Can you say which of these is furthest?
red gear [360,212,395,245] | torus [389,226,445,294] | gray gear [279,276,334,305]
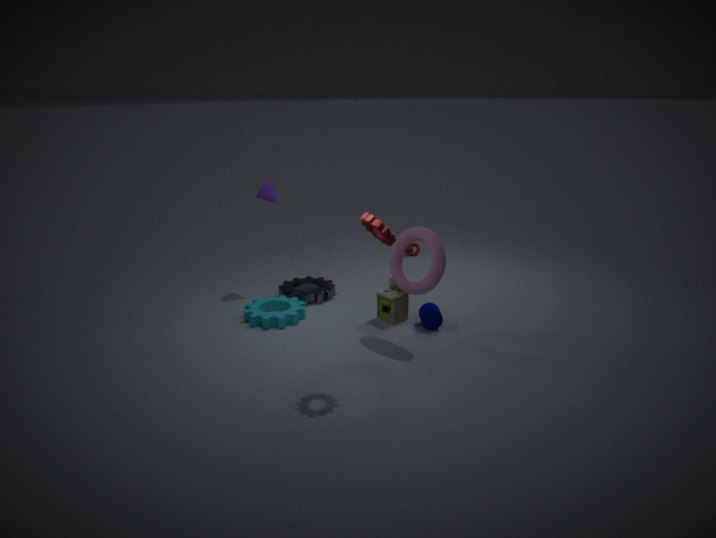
gray gear [279,276,334,305]
